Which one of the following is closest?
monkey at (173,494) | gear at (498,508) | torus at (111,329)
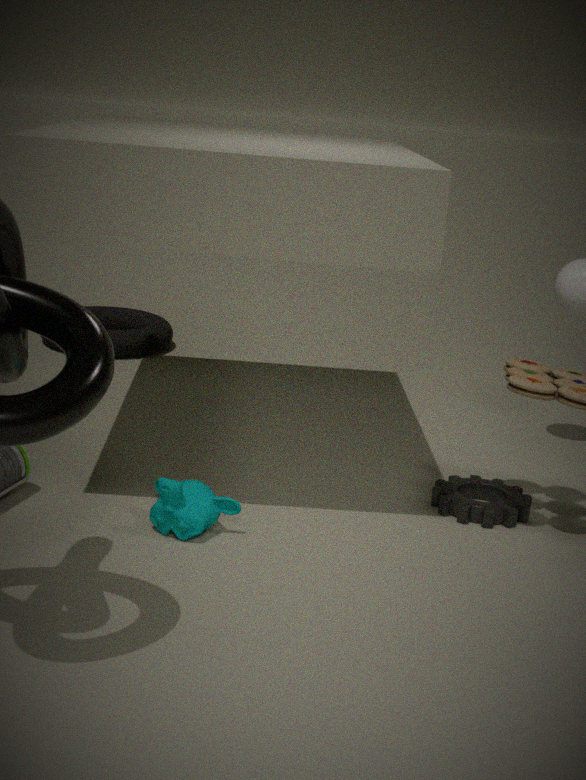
monkey at (173,494)
